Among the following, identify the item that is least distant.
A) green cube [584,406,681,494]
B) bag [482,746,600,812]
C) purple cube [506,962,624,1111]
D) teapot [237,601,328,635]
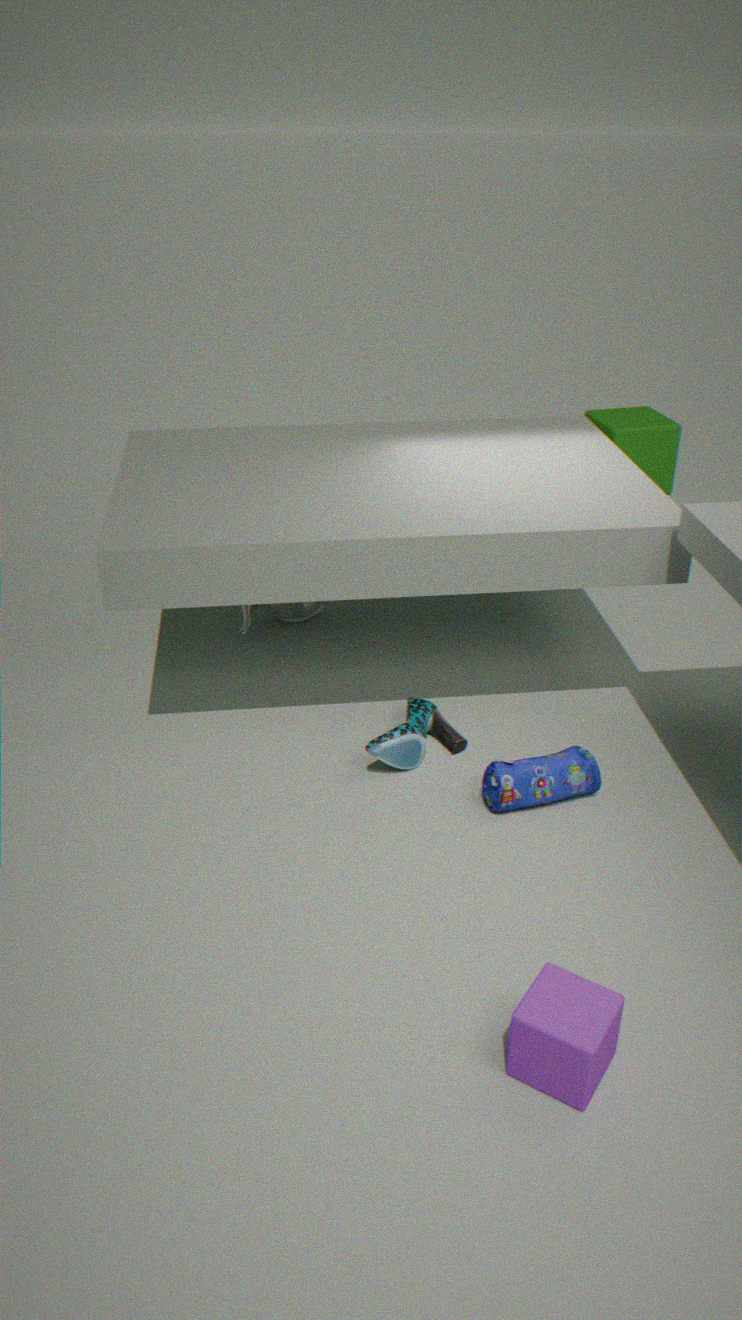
purple cube [506,962,624,1111]
